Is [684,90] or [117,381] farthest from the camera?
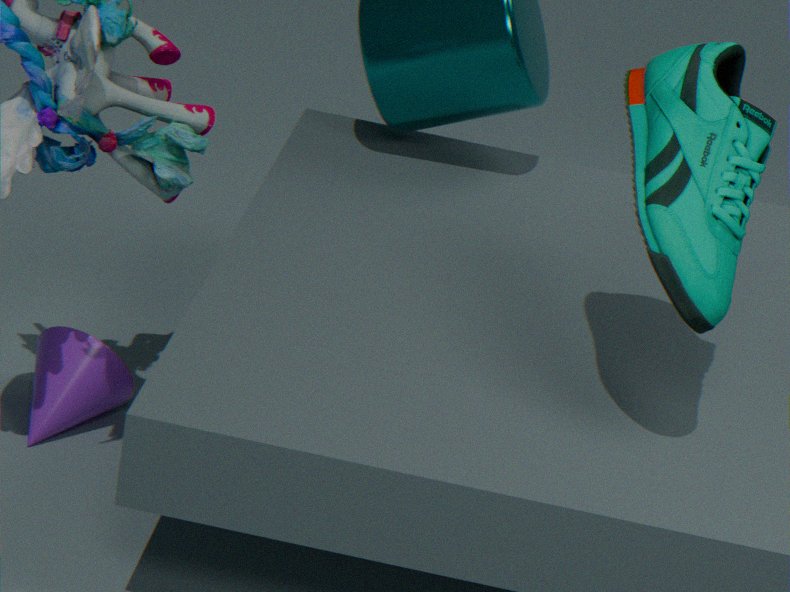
[117,381]
